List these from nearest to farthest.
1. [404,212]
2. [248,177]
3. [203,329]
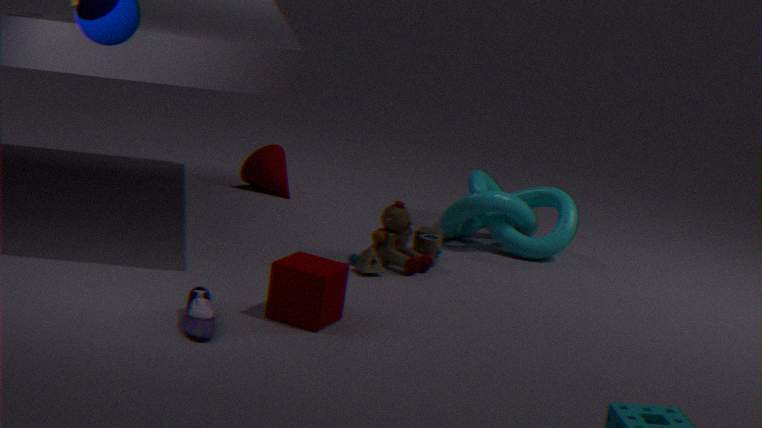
[203,329] → [404,212] → [248,177]
